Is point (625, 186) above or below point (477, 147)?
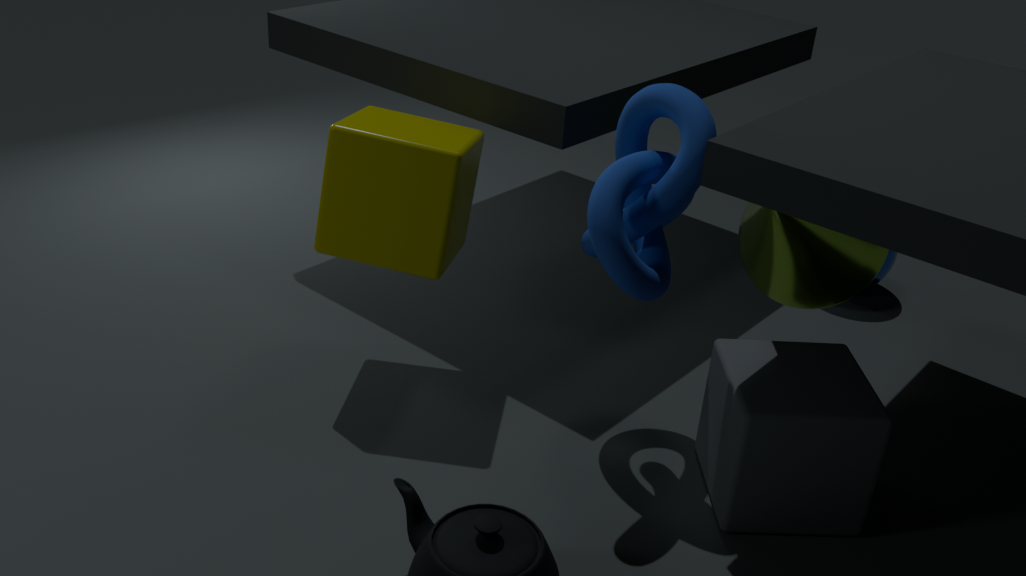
above
